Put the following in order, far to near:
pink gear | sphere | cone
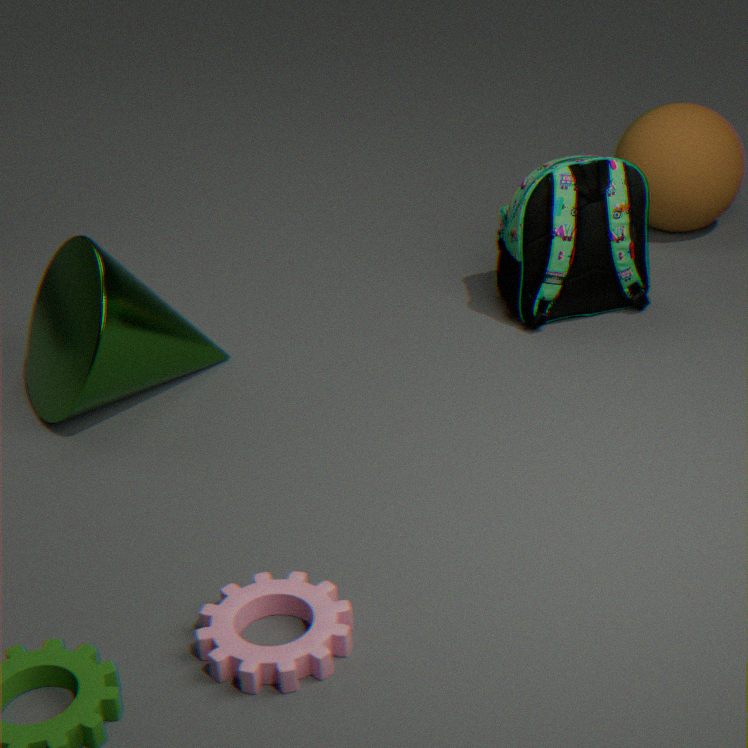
sphere
cone
pink gear
